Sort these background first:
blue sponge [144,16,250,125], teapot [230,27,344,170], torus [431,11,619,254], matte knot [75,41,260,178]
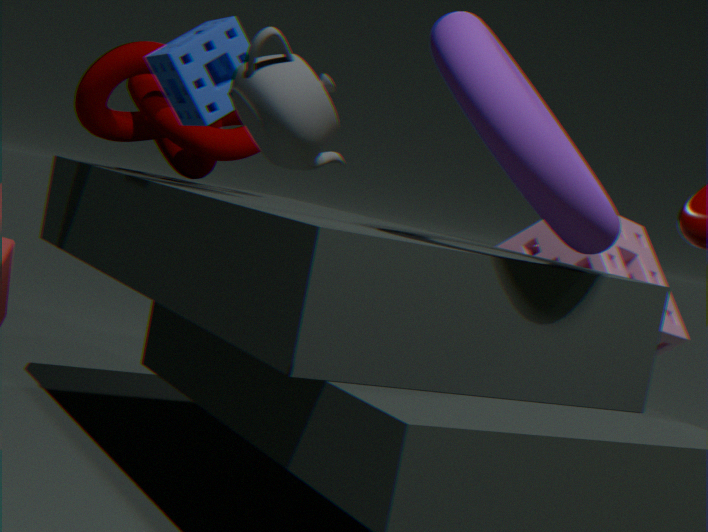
matte knot [75,41,260,178], blue sponge [144,16,250,125], torus [431,11,619,254], teapot [230,27,344,170]
